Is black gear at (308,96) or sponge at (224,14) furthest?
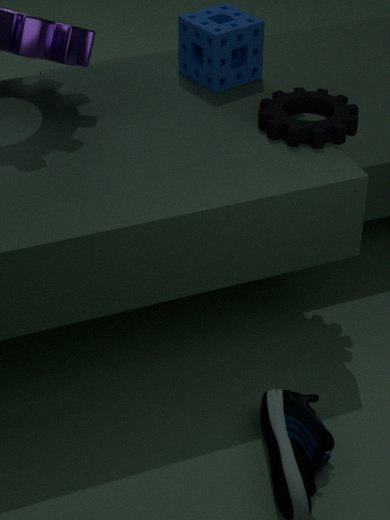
sponge at (224,14)
